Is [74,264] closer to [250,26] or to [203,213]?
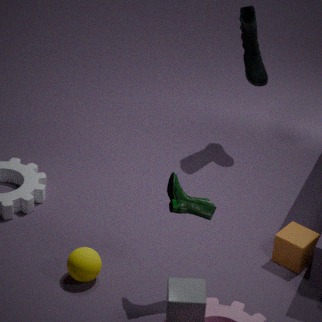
[203,213]
